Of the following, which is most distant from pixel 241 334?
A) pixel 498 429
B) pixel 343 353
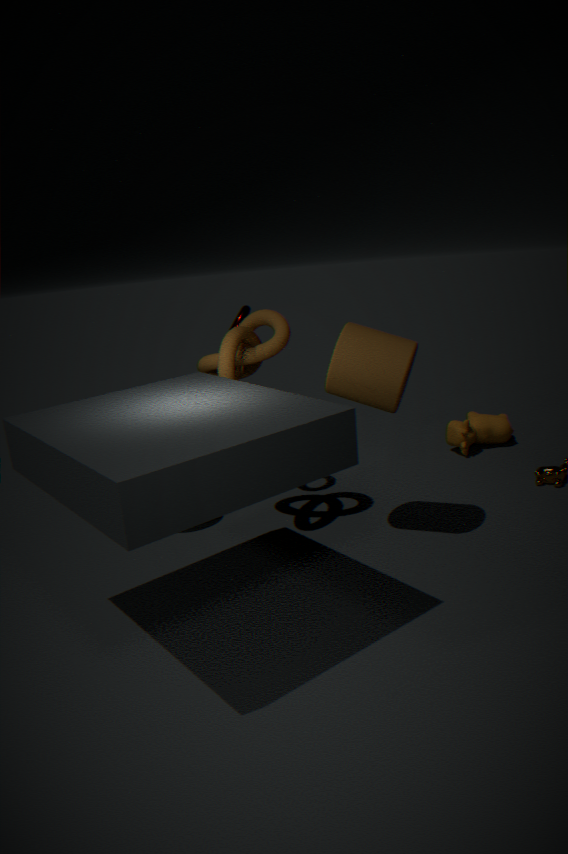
pixel 498 429
